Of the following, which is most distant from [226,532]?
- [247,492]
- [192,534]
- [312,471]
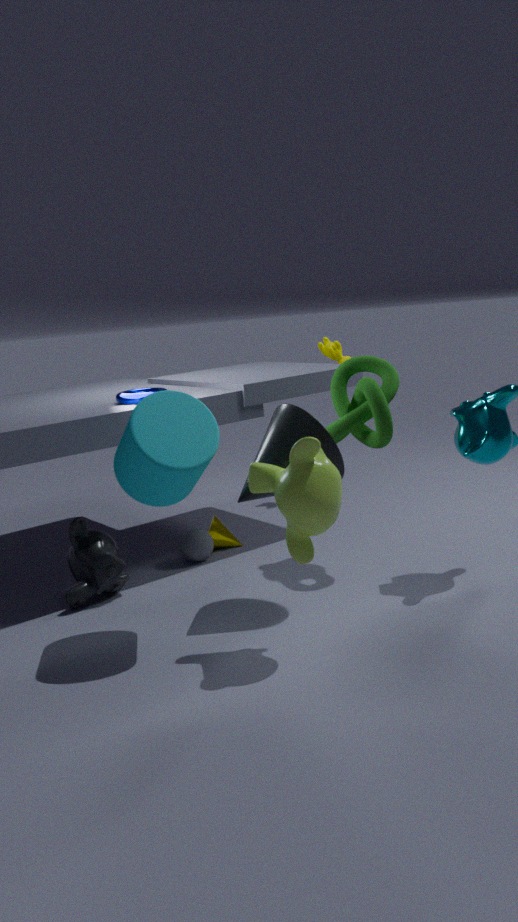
[312,471]
